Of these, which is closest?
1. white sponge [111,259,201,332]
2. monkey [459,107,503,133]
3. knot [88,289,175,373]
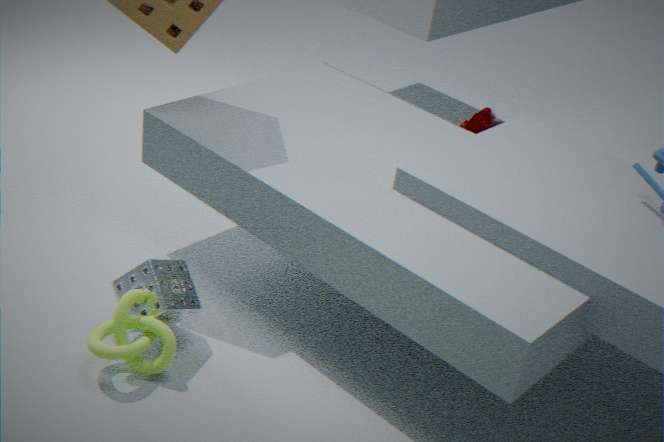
knot [88,289,175,373]
